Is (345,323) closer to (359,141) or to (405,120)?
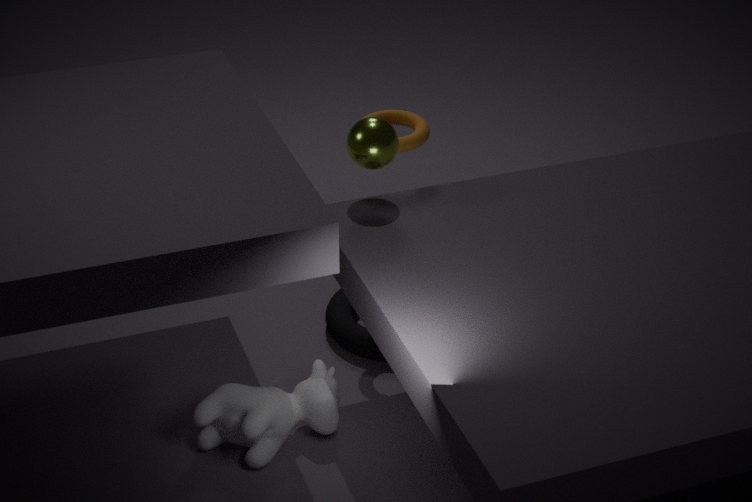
(405,120)
